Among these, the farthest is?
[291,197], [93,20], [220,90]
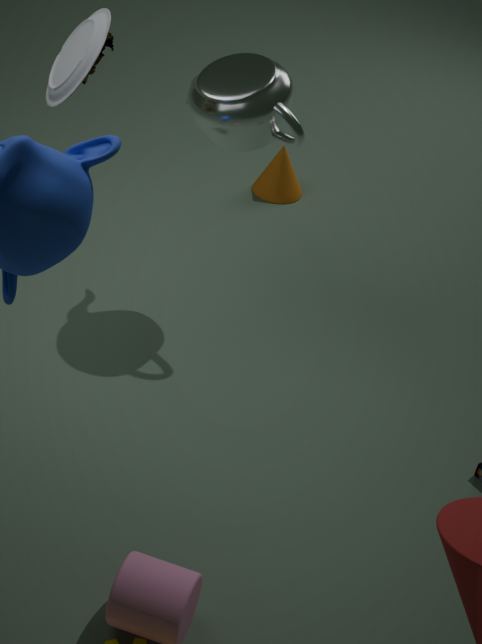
[291,197]
